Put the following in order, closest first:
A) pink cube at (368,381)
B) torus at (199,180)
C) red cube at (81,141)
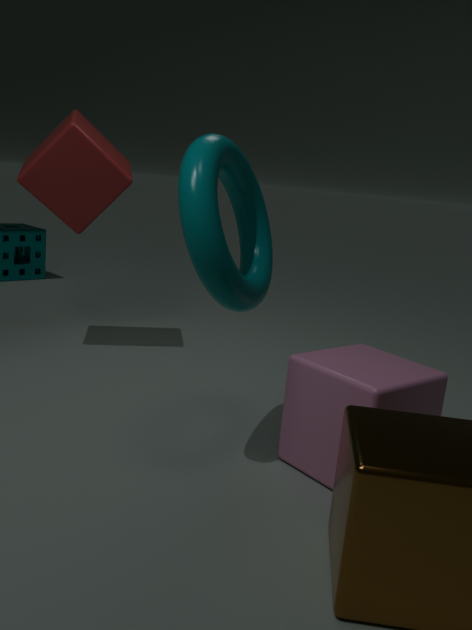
torus at (199,180), pink cube at (368,381), red cube at (81,141)
